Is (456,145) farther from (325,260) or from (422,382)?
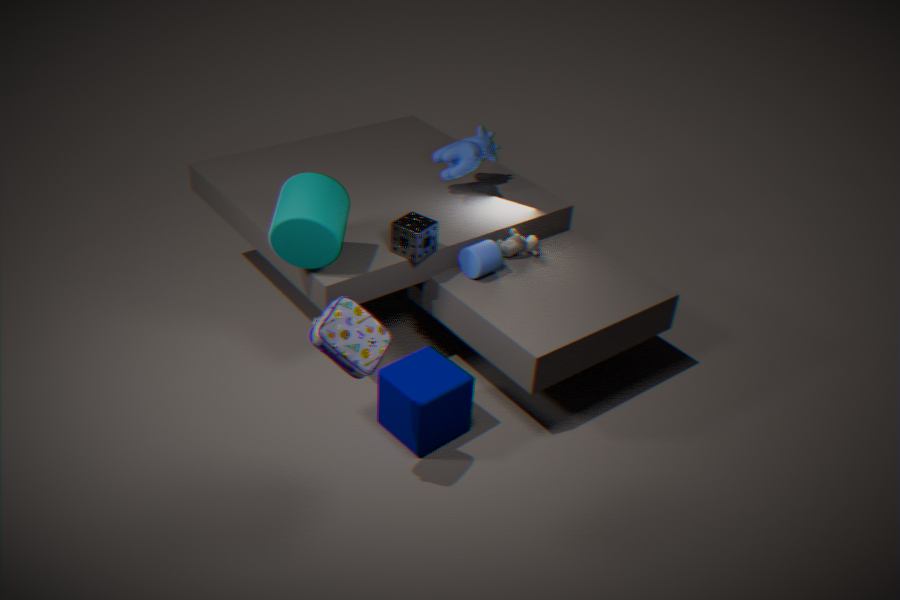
(422,382)
